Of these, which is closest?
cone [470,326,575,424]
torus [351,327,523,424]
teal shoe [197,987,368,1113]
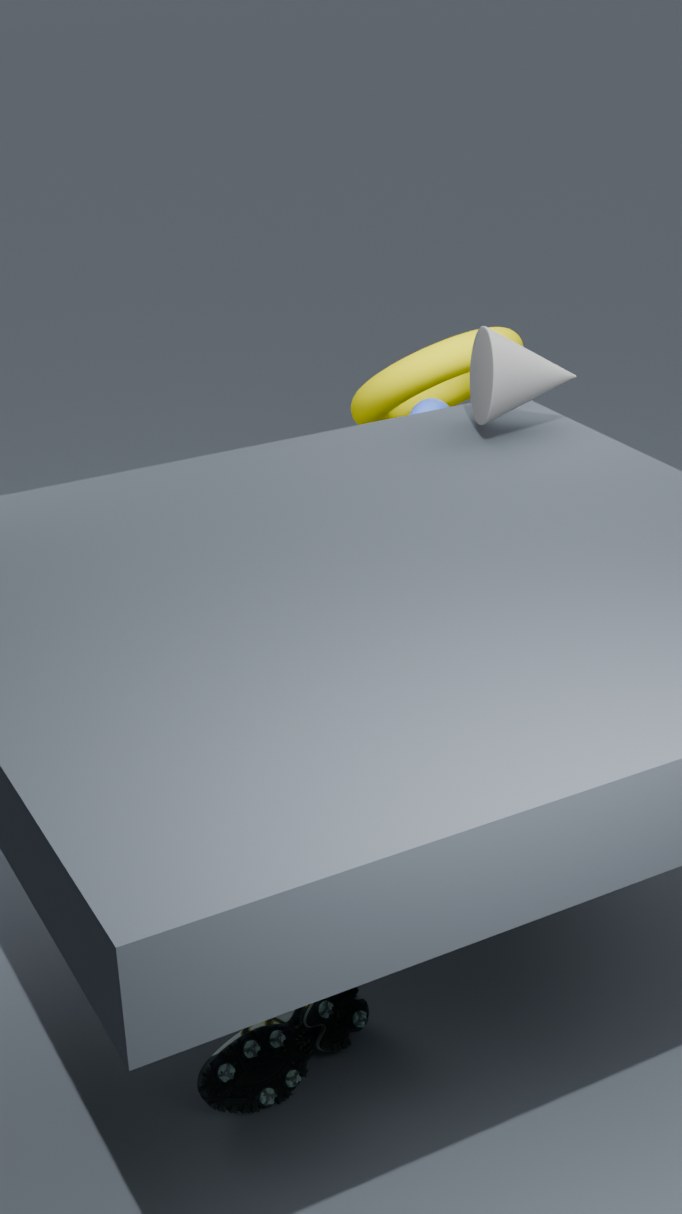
teal shoe [197,987,368,1113]
